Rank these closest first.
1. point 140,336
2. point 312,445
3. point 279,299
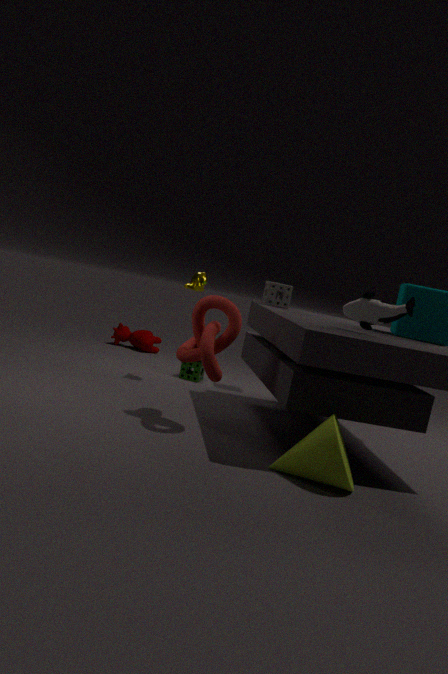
point 312,445, point 279,299, point 140,336
